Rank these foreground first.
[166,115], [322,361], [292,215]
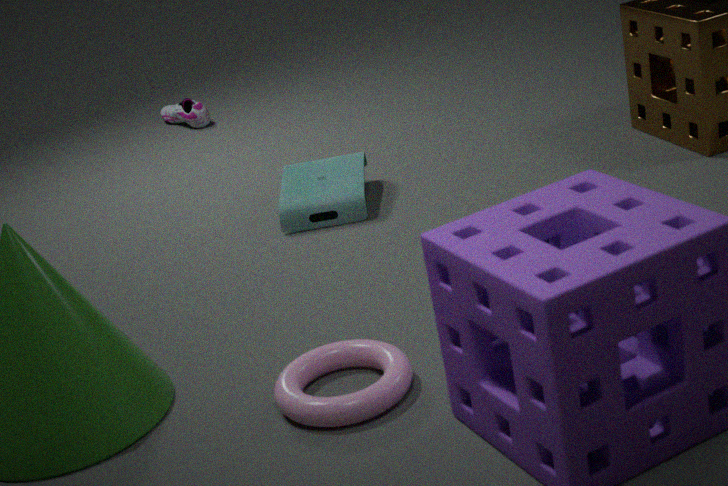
[322,361] < [292,215] < [166,115]
